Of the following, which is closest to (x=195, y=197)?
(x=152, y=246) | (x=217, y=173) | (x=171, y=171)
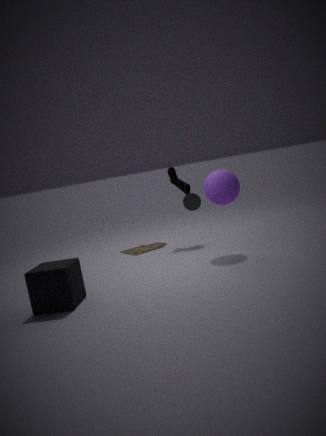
(x=171, y=171)
